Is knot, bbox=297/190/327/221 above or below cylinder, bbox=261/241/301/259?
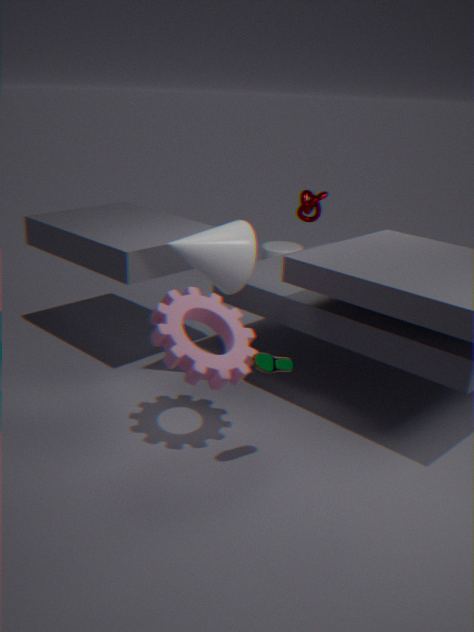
above
